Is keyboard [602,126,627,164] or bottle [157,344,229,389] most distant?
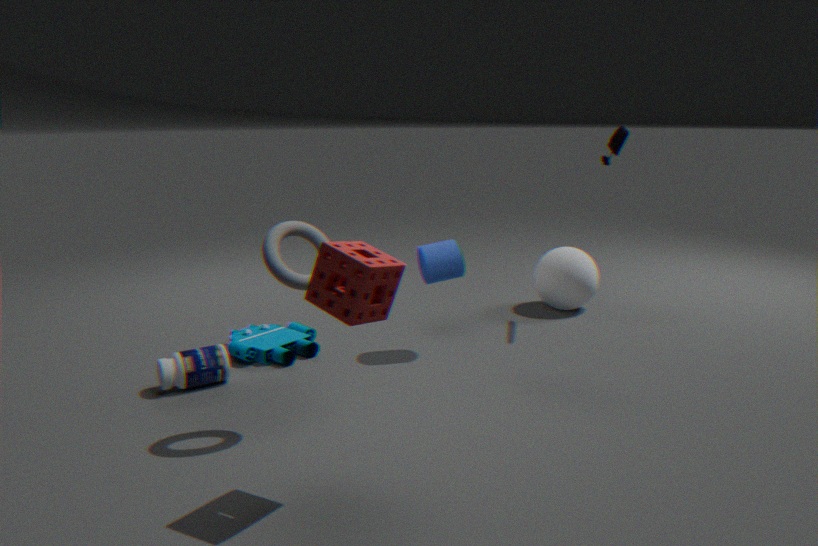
keyboard [602,126,627,164]
